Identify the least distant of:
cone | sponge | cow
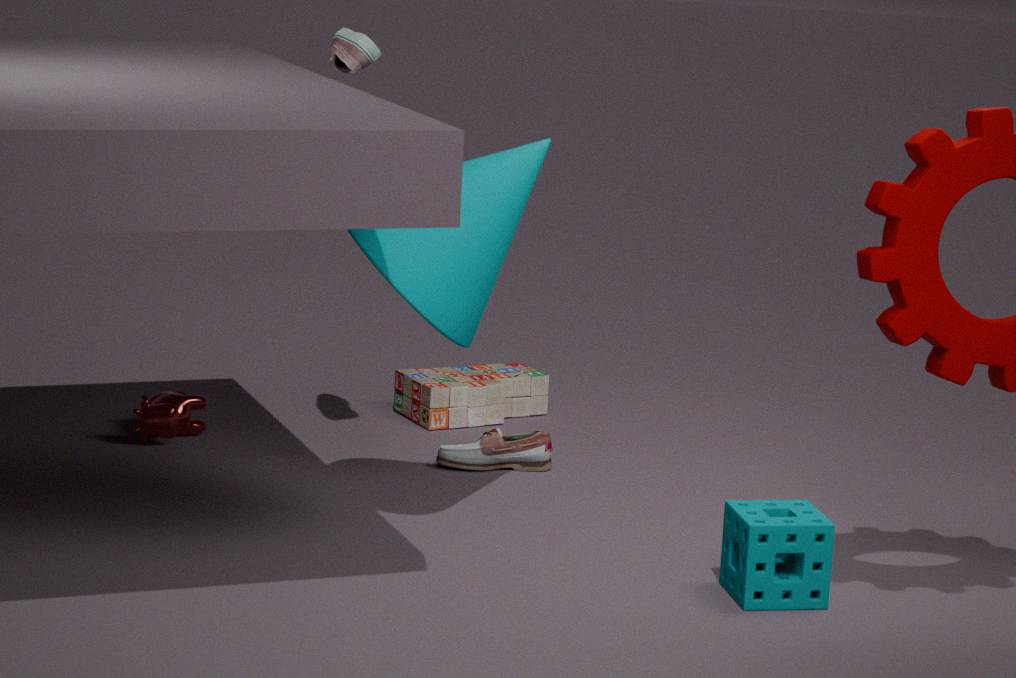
sponge
